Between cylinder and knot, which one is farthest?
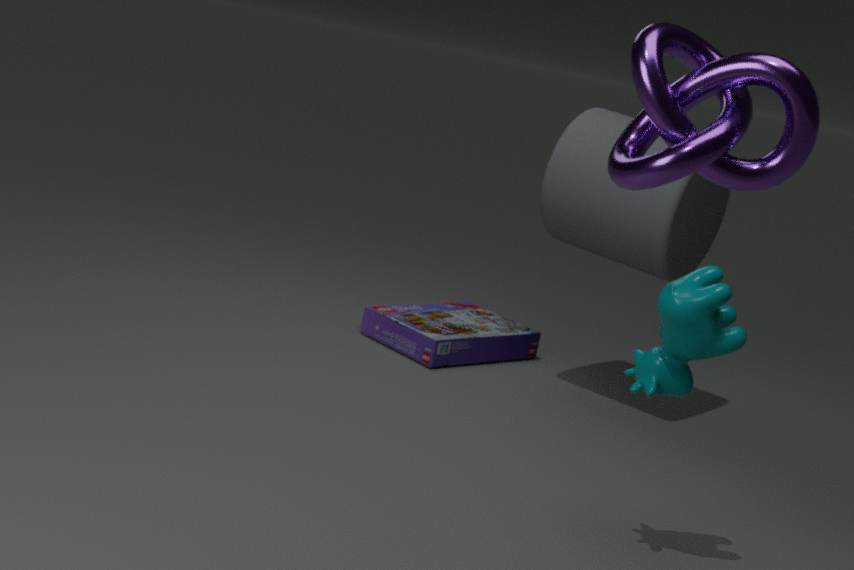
cylinder
